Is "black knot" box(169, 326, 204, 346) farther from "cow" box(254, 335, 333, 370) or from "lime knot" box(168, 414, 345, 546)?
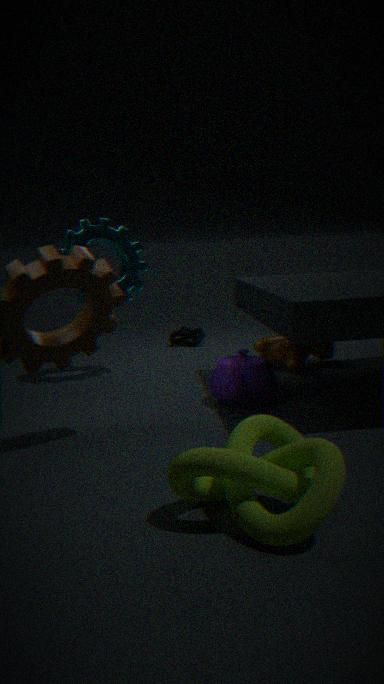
"lime knot" box(168, 414, 345, 546)
